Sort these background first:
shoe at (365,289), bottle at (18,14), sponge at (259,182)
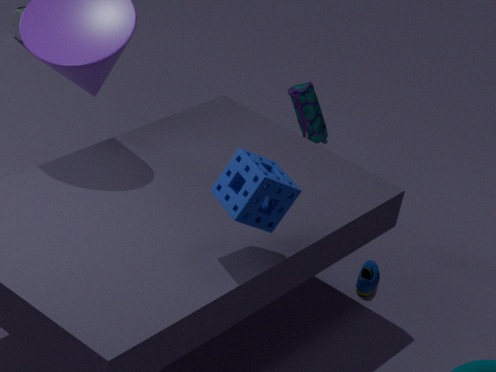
bottle at (18,14) < shoe at (365,289) < sponge at (259,182)
